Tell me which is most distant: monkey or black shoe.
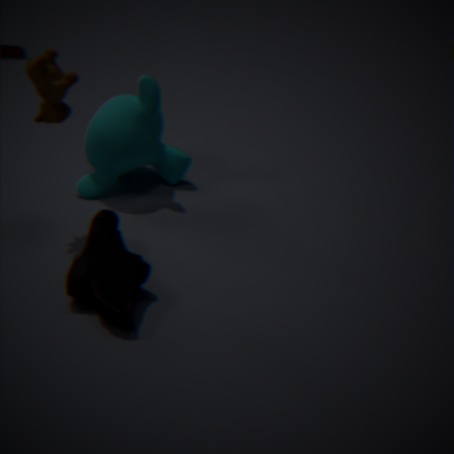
monkey
